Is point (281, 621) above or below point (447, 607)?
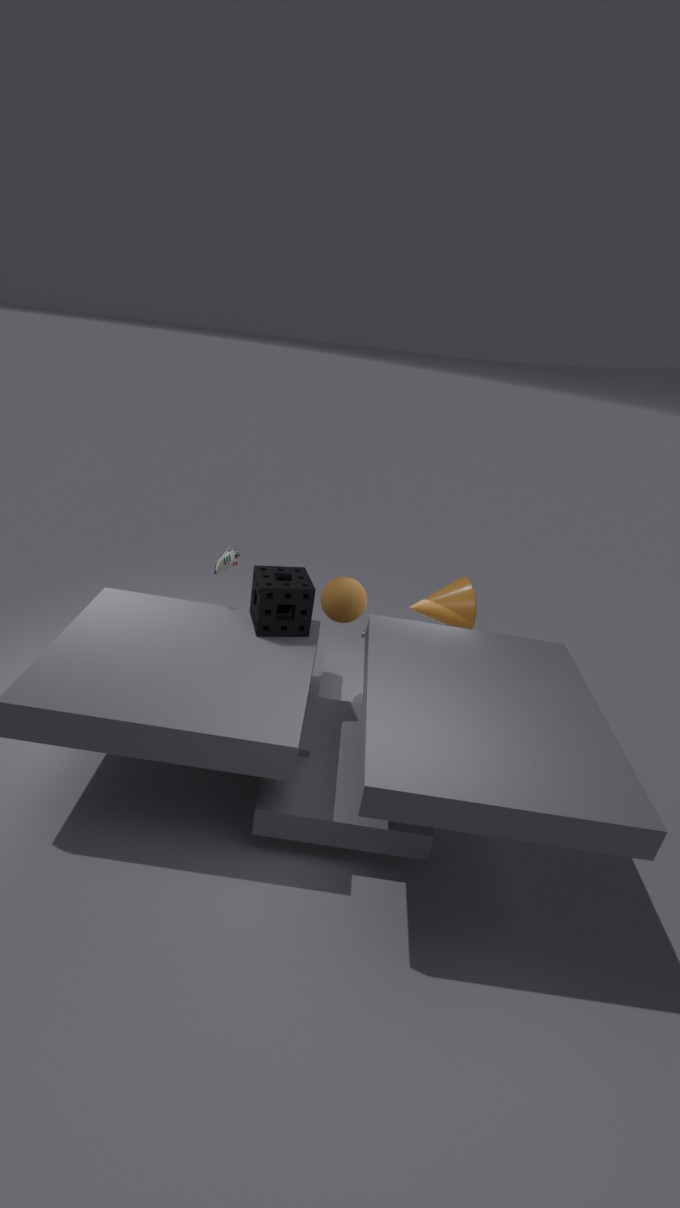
above
